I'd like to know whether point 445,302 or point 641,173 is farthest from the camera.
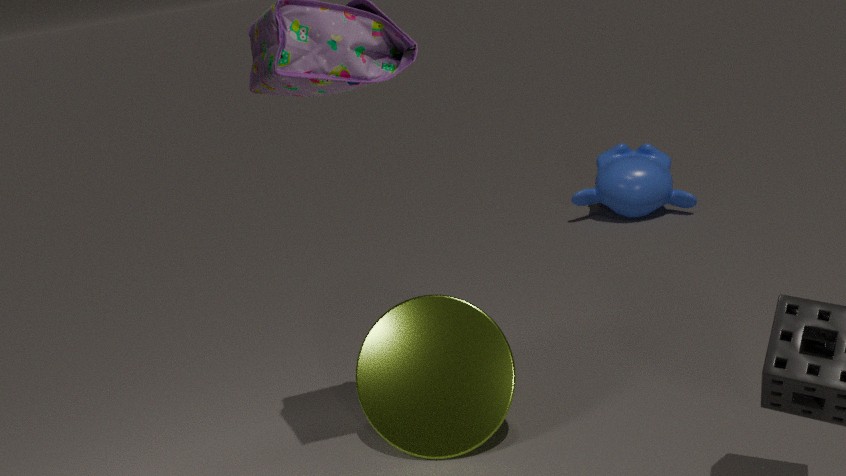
point 641,173
